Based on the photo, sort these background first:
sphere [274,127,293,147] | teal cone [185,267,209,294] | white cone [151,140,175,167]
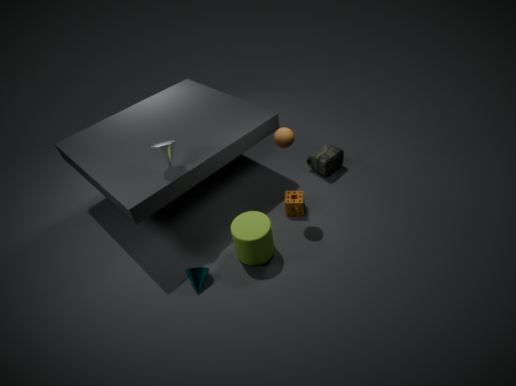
sphere [274,127,293,147], teal cone [185,267,209,294], white cone [151,140,175,167]
